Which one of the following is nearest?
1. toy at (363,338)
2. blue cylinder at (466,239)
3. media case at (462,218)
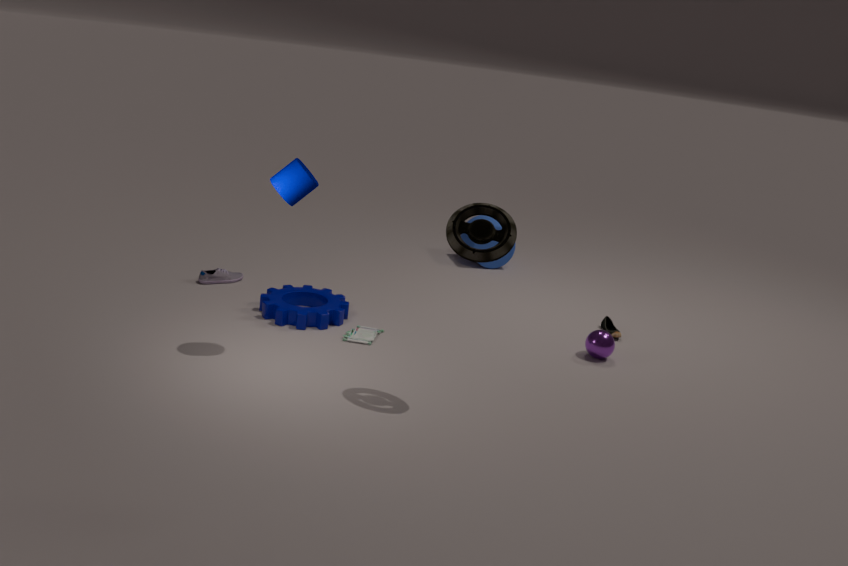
media case at (462,218)
